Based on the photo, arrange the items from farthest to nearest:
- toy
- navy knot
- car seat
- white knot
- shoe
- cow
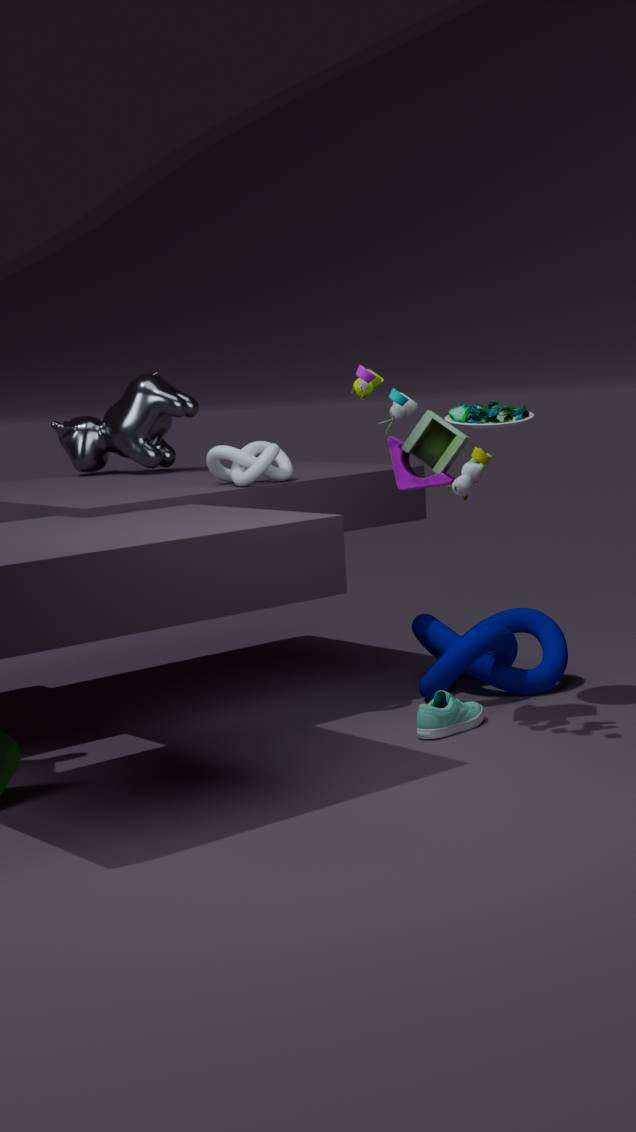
cow < navy knot < white knot < car seat < shoe < toy
